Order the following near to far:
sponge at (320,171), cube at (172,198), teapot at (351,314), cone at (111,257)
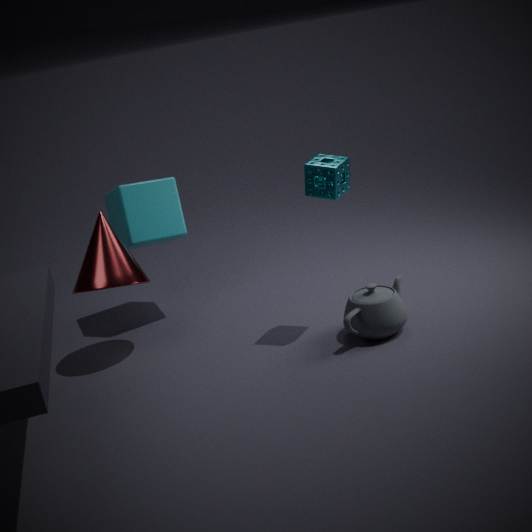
teapot at (351,314)
sponge at (320,171)
cone at (111,257)
cube at (172,198)
